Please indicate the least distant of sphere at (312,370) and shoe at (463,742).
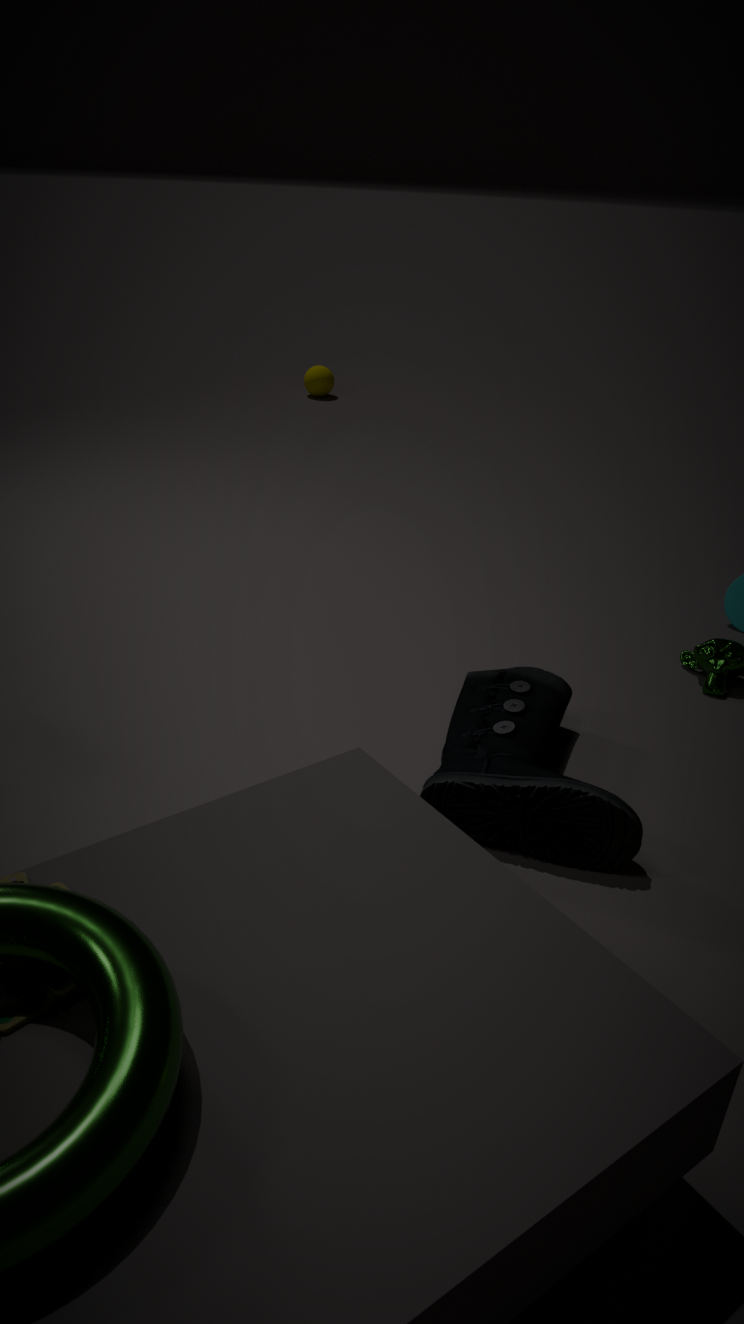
shoe at (463,742)
